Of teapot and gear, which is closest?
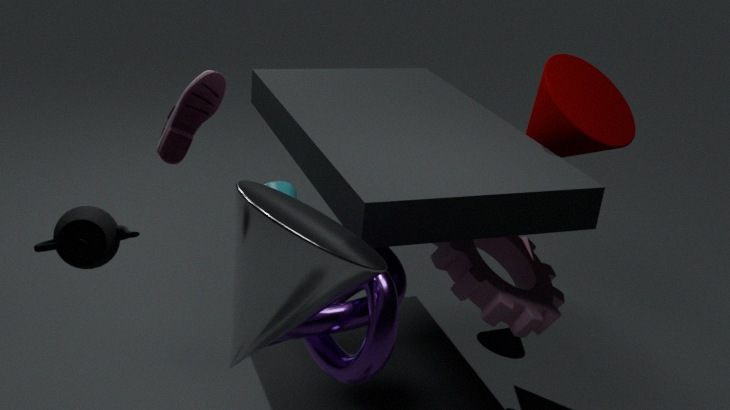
teapot
